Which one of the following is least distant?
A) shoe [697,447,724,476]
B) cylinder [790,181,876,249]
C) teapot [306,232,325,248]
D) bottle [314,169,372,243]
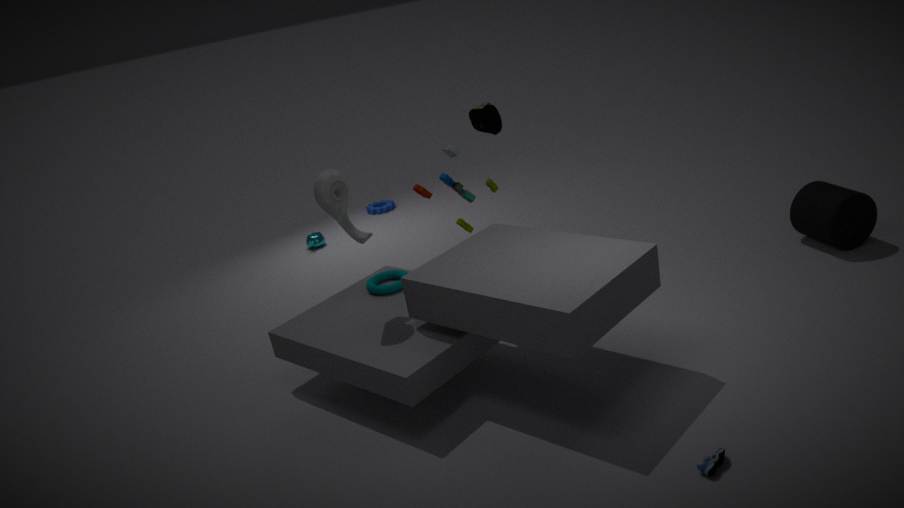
shoe [697,447,724,476]
